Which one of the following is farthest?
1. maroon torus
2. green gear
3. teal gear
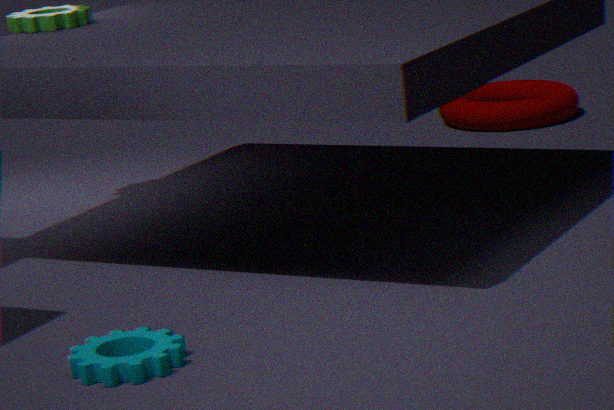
maroon torus
